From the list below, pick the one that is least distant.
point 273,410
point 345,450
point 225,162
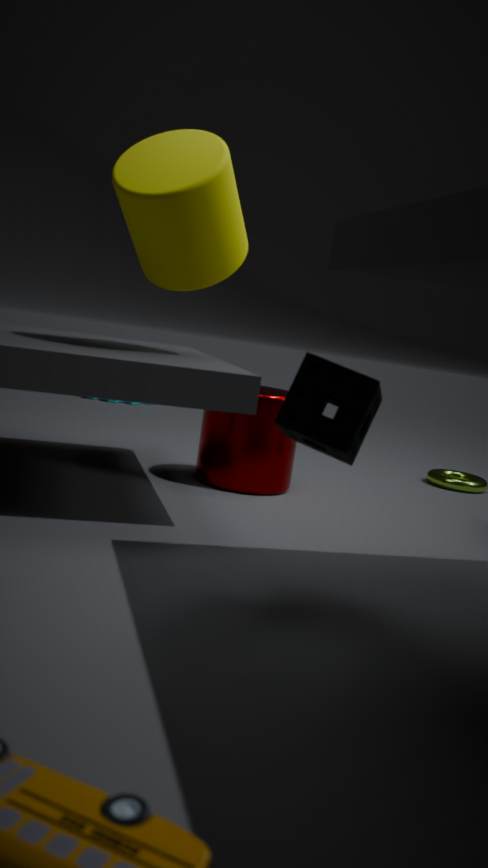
point 345,450
